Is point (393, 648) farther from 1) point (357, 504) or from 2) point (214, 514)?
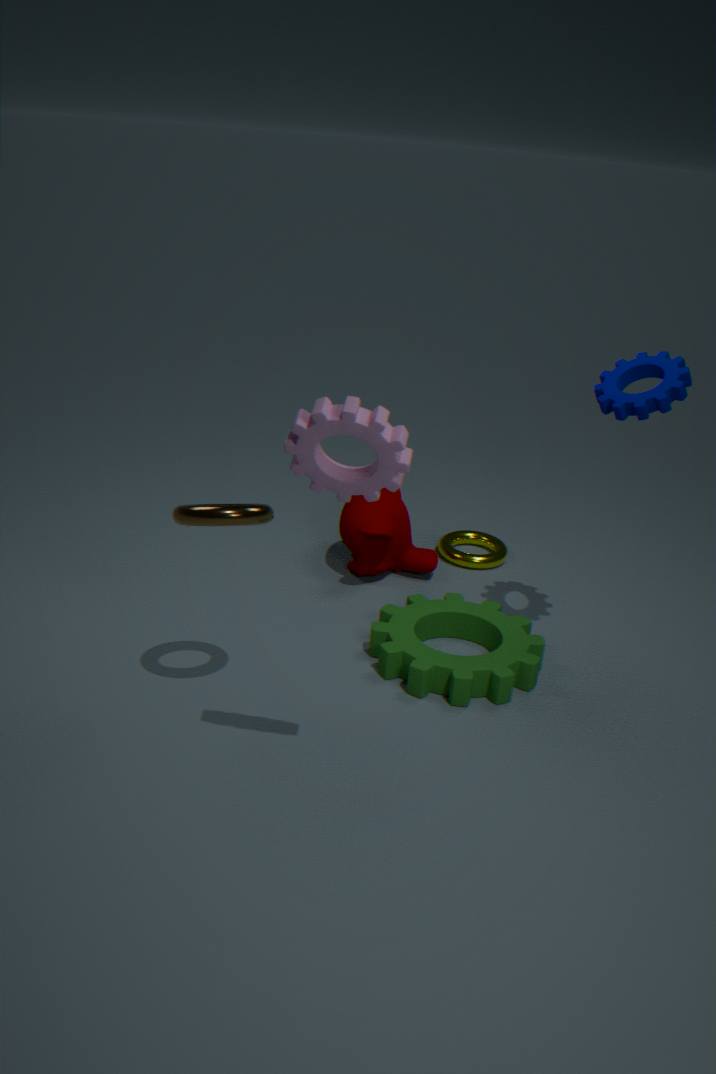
2) point (214, 514)
